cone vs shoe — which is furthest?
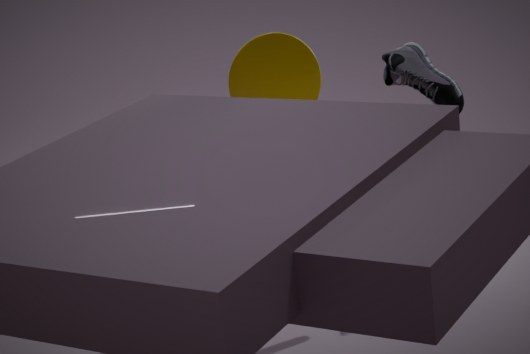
cone
